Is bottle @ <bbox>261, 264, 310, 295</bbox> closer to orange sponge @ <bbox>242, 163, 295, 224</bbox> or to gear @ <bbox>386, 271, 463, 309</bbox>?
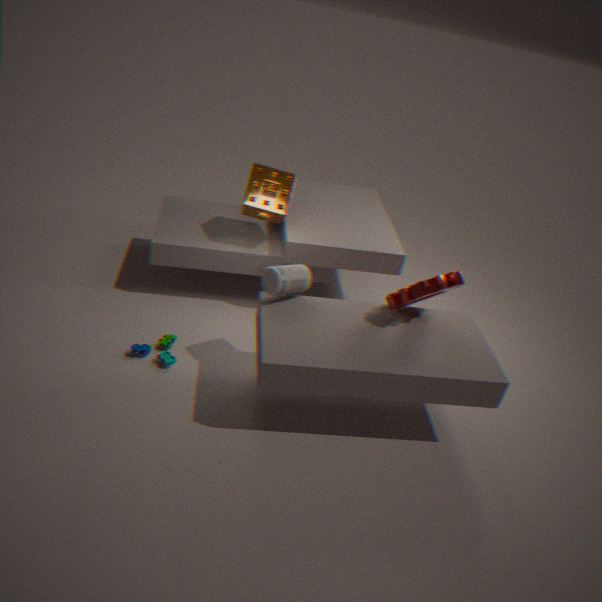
gear @ <bbox>386, 271, 463, 309</bbox>
